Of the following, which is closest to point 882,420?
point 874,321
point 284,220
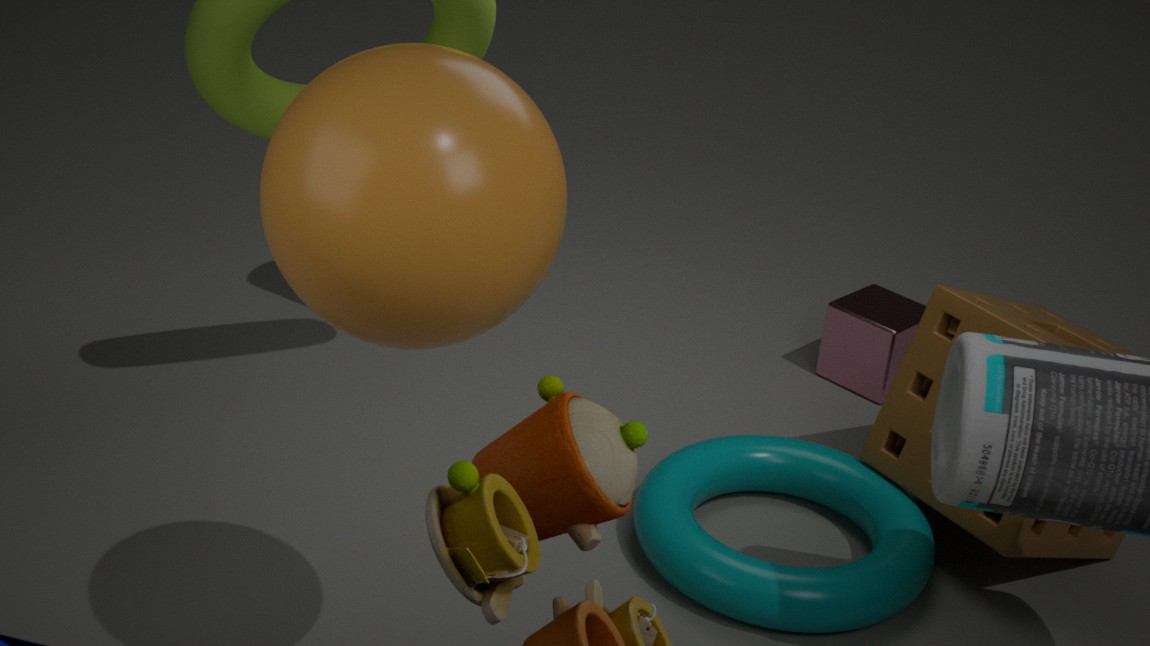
point 874,321
